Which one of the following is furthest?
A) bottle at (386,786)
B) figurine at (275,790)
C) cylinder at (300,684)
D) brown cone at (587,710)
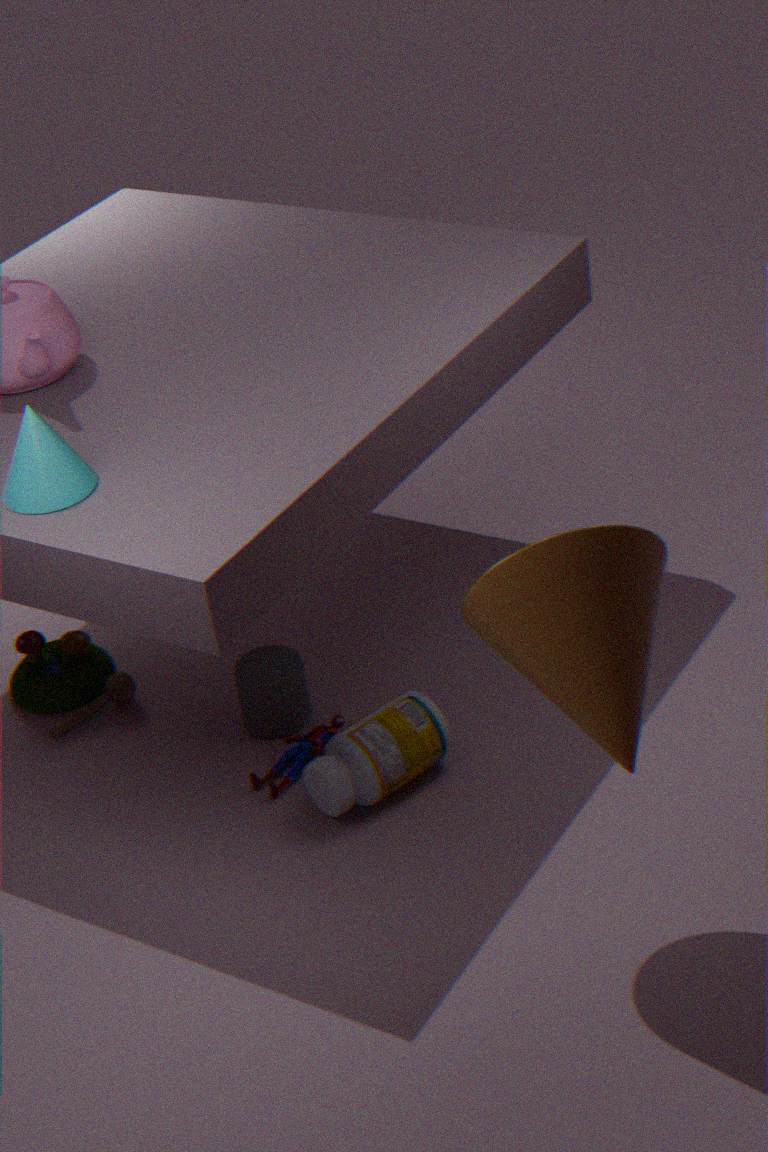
cylinder at (300,684)
